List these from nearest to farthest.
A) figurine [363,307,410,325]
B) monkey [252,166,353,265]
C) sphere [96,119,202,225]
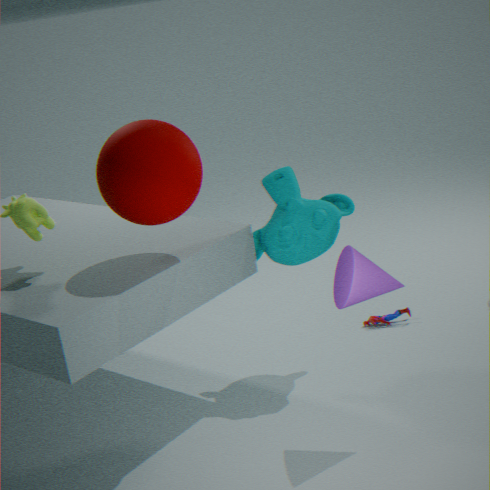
sphere [96,119,202,225] → monkey [252,166,353,265] → figurine [363,307,410,325]
